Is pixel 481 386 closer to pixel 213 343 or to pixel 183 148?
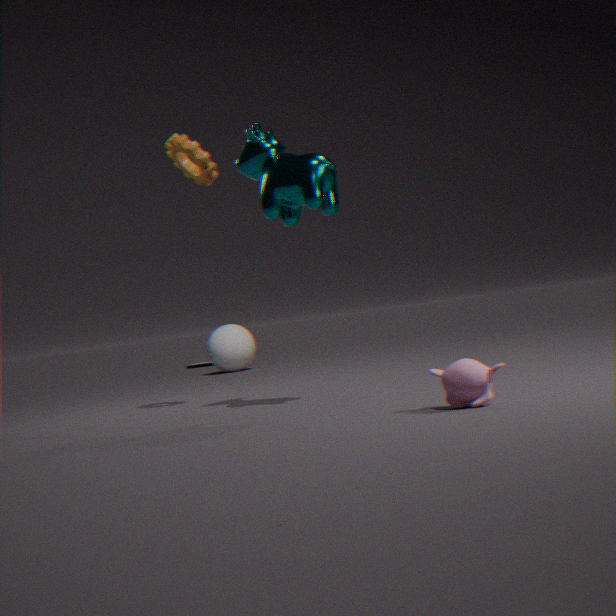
pixel 183 148
